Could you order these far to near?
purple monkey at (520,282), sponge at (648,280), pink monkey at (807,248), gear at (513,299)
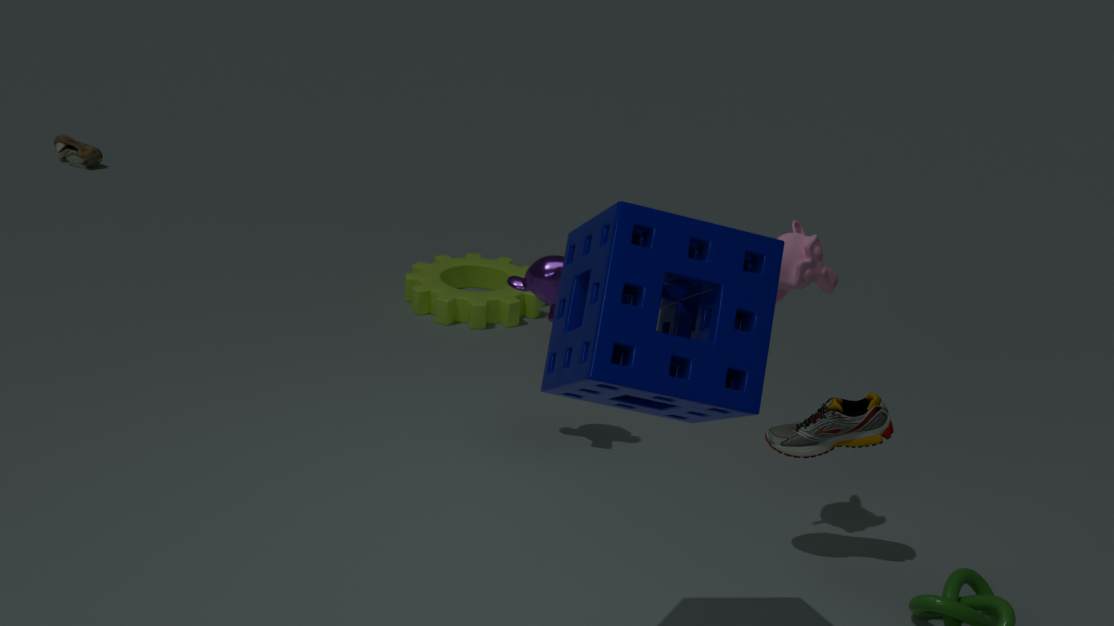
gear at (513,299) → purple monkey at (520,282) → pink monkey at (807,248) → sponge at (648,280)
